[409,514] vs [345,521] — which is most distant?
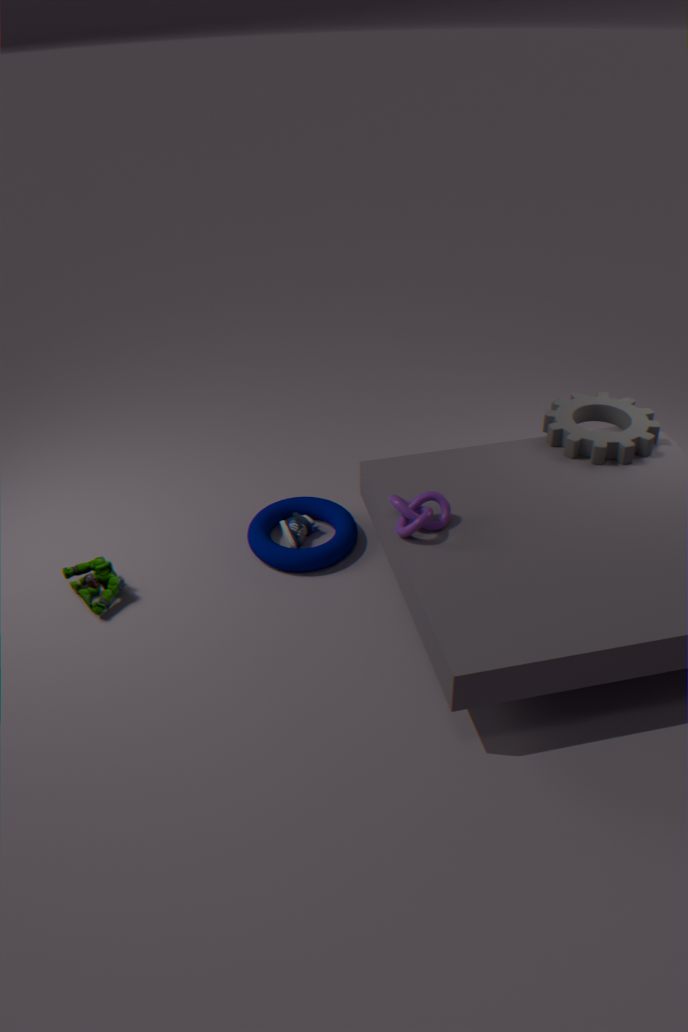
[345,521]
